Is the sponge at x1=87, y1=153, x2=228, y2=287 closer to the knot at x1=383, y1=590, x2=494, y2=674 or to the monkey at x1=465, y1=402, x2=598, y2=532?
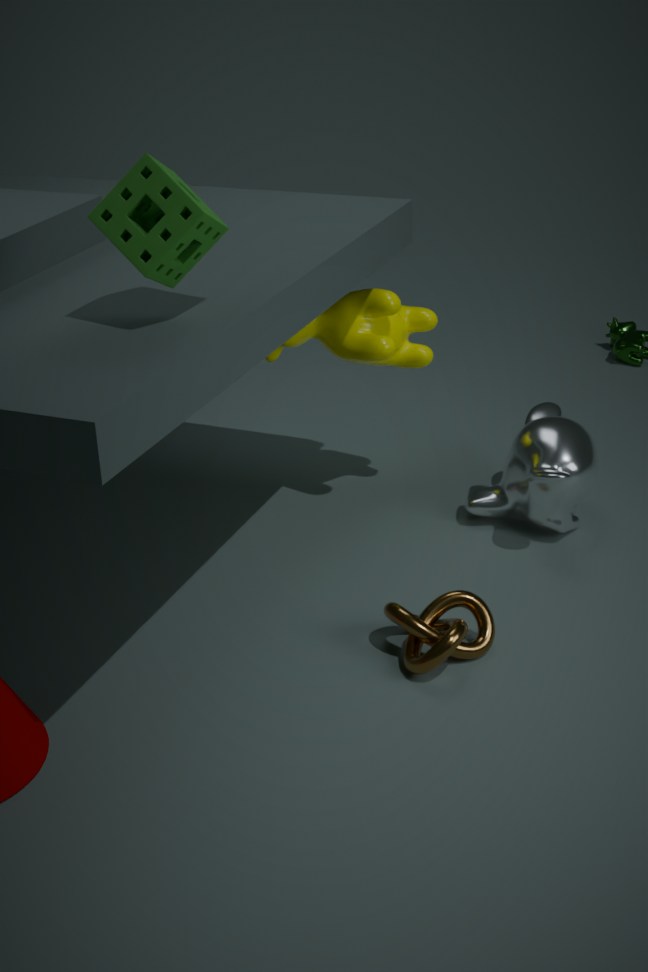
the knot at x1=383, y1=590, x2=494, y2=674
